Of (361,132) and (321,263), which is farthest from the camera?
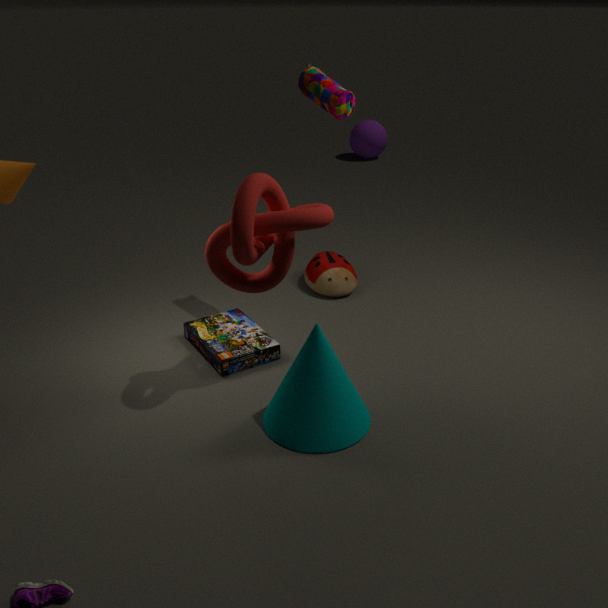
(361,132)
